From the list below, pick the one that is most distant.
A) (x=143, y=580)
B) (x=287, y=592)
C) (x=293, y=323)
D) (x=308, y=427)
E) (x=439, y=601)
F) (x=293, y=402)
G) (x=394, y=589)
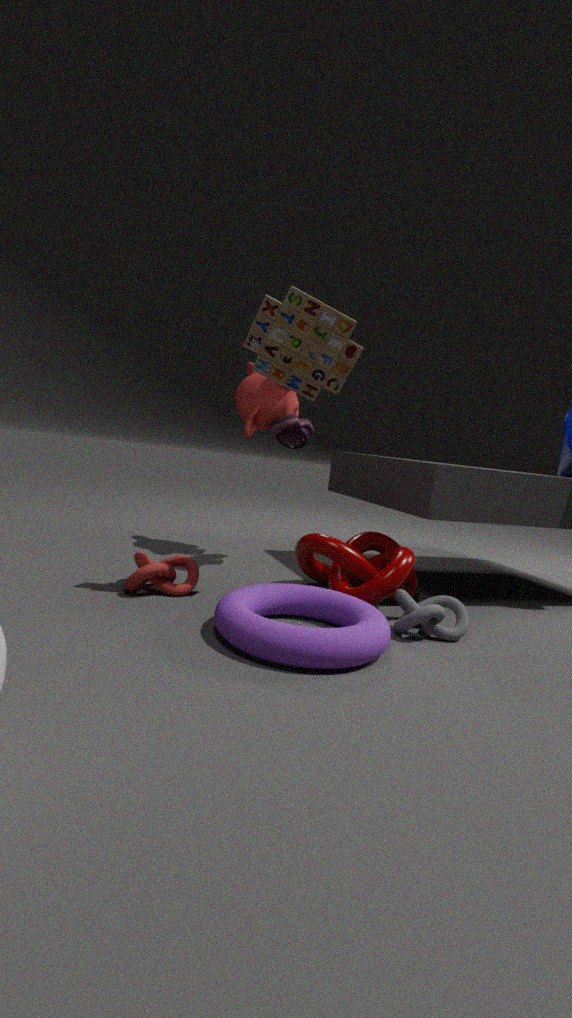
F. (x=293, y=402)
